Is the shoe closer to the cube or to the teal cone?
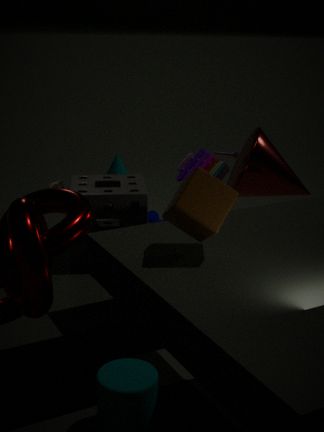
the teal cone
